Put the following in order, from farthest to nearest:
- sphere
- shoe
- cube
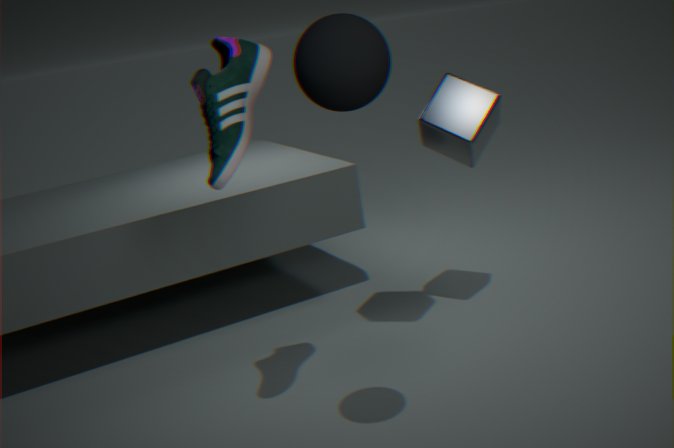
cube → shoe → sphere
